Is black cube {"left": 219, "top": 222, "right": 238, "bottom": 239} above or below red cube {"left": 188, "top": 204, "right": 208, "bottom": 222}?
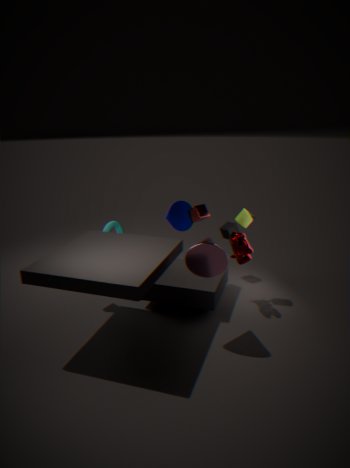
below
